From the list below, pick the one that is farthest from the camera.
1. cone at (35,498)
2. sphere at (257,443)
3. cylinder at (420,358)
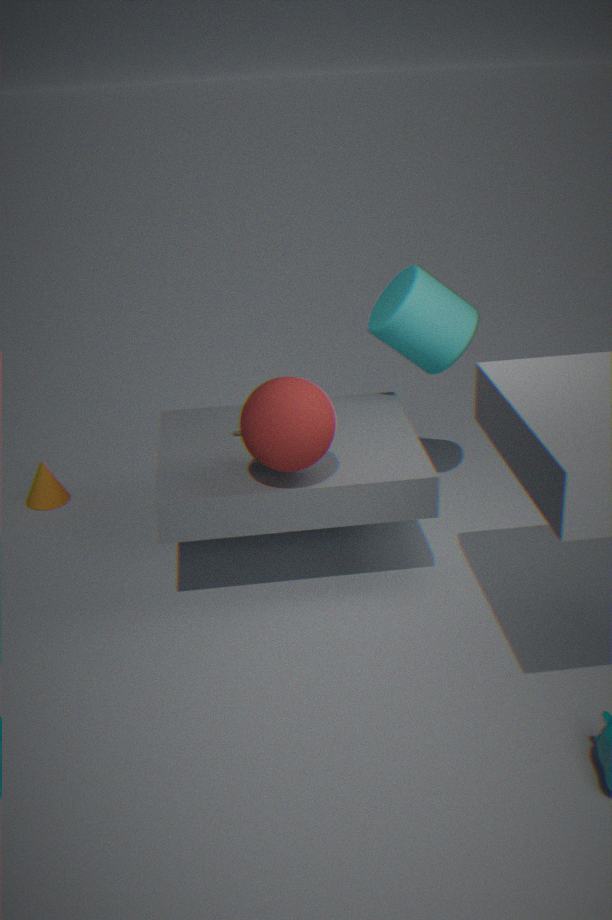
cone at (35,498)
